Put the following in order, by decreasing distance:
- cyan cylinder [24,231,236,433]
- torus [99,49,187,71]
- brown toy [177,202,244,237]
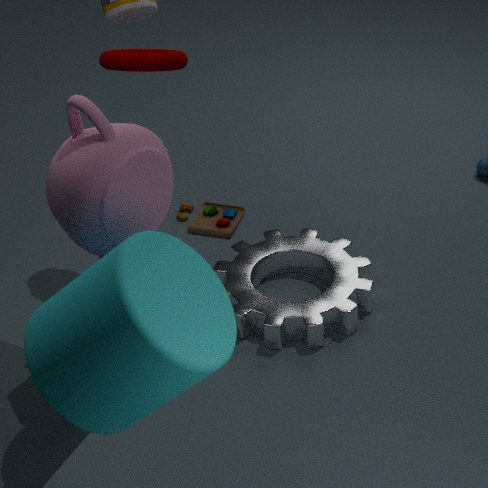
brown toy [177,202,244,237]
torus [99,49,187,71]
cyan cylinder [24,231,236,433]
